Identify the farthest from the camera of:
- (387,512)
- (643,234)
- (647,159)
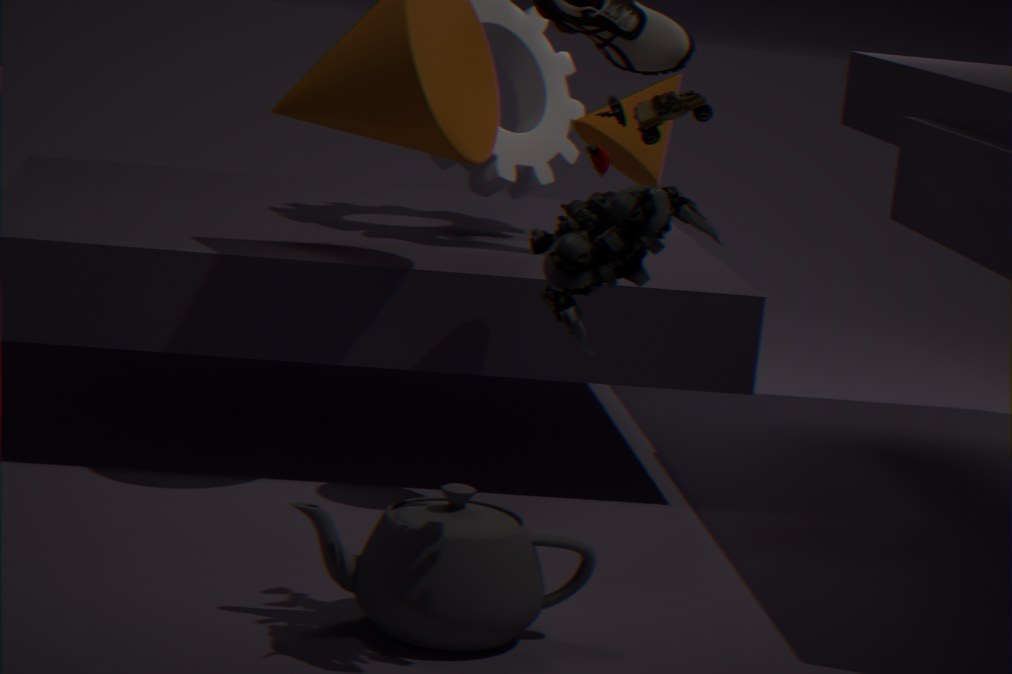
(647,159)
